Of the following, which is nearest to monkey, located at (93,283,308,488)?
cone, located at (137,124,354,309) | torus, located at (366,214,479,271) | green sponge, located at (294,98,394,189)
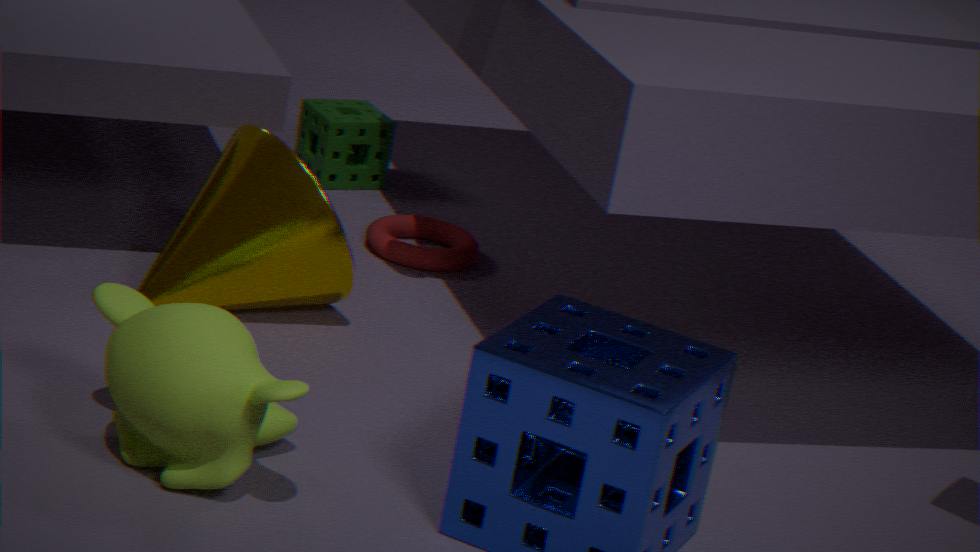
cone, located at (137,124,354,309)
